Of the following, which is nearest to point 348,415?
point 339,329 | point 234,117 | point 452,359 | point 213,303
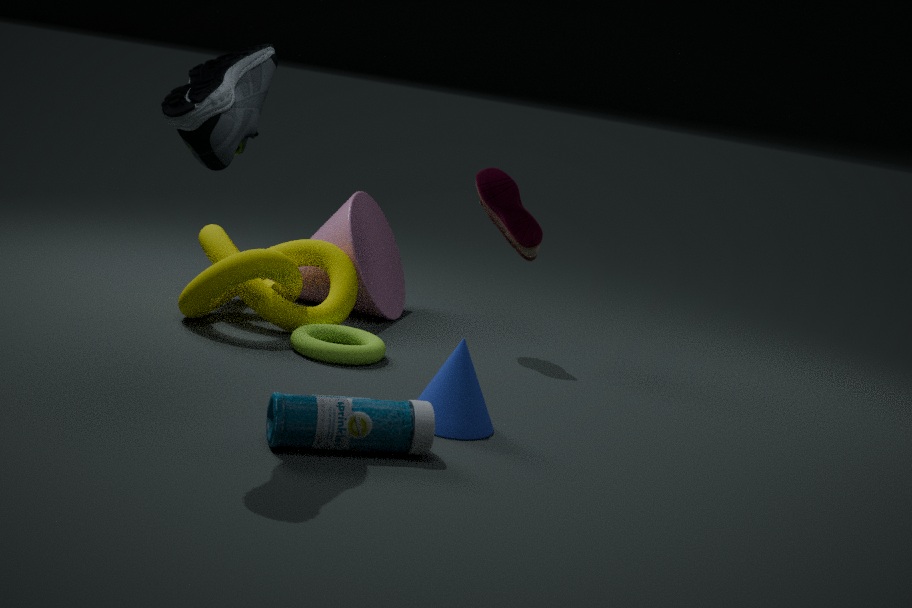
point 452,359
